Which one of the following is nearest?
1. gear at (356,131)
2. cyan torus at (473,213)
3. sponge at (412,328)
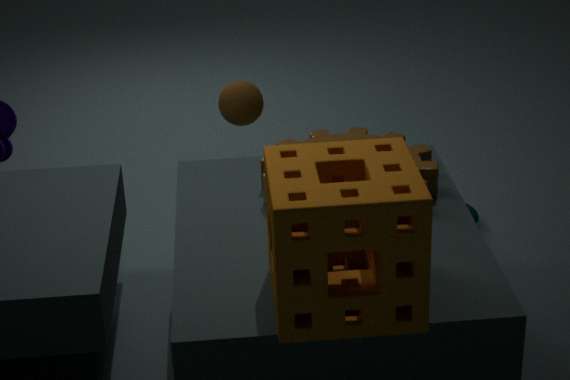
sponge at (412,328)
